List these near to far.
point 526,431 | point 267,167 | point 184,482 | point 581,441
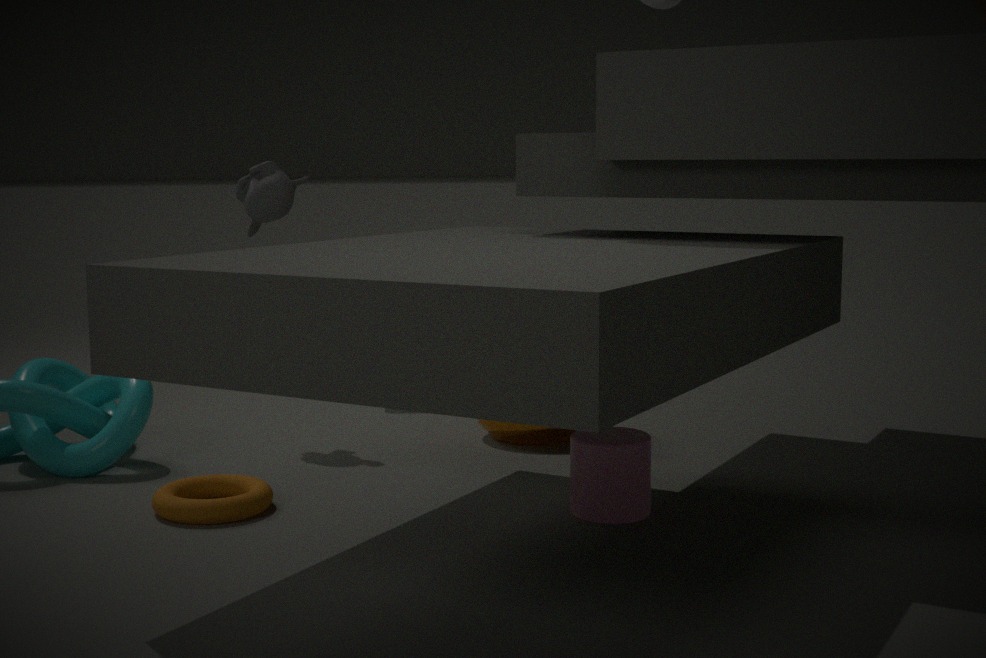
point 581,441 → point 184,482 → point 526,431 → point 267,167
